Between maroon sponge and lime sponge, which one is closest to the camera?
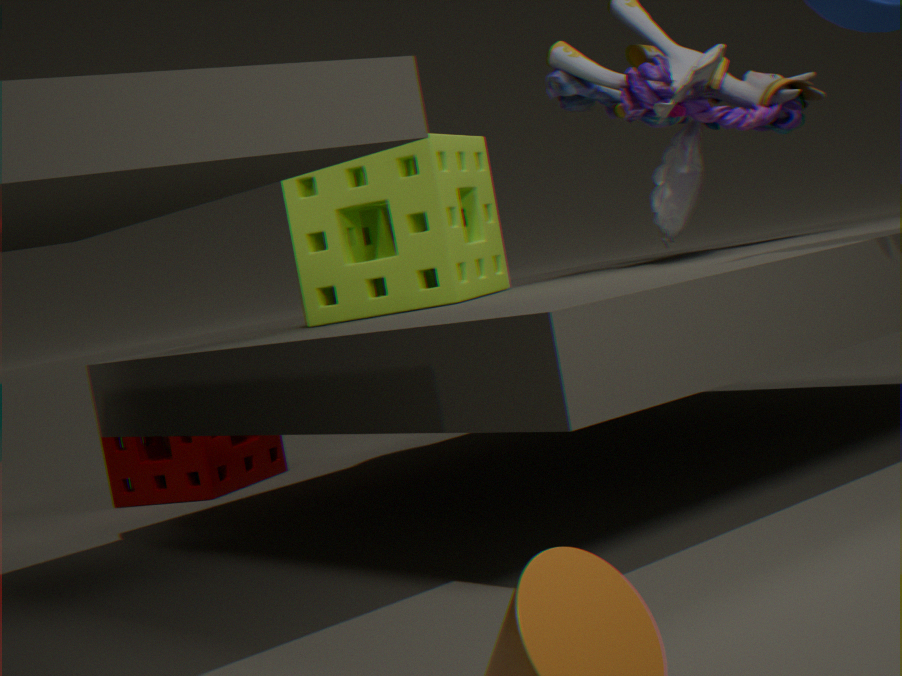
lime sponge
